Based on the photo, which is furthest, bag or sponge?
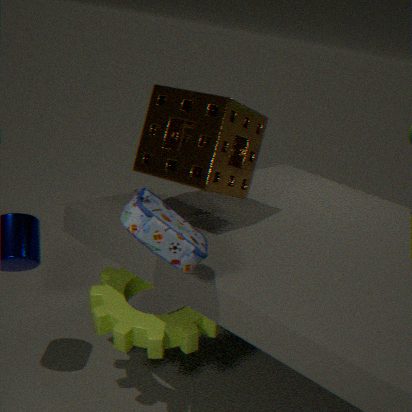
sponge
